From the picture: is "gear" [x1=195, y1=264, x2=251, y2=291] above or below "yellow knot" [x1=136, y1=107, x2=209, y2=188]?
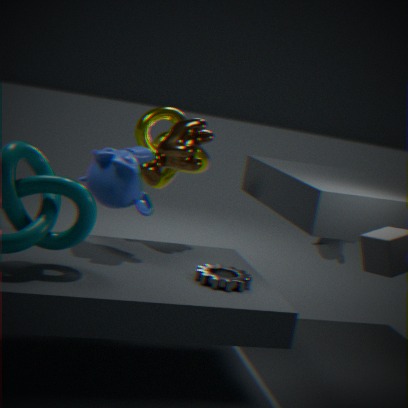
below
